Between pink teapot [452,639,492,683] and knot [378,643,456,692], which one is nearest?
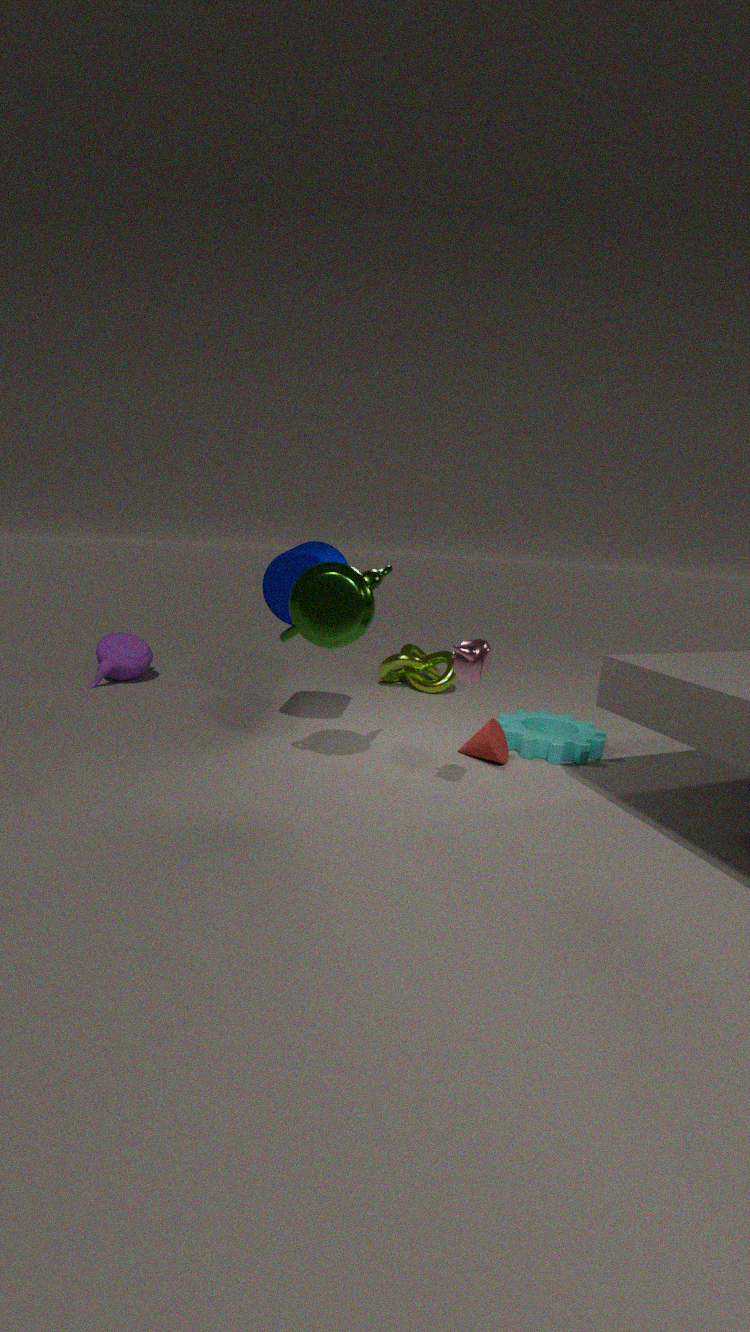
pink teapot [452,639,492,683]
